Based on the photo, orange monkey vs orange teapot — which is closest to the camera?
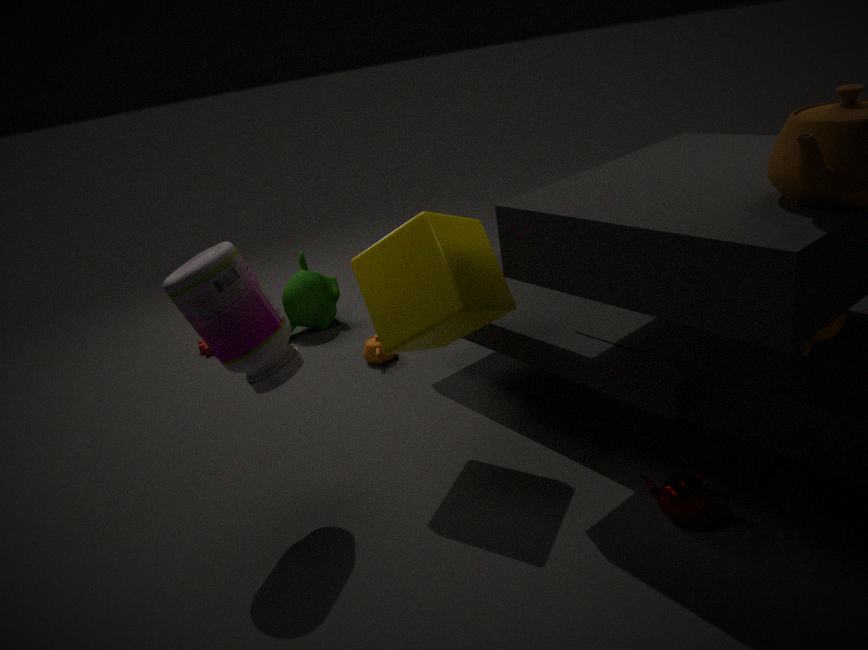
orange monkey
